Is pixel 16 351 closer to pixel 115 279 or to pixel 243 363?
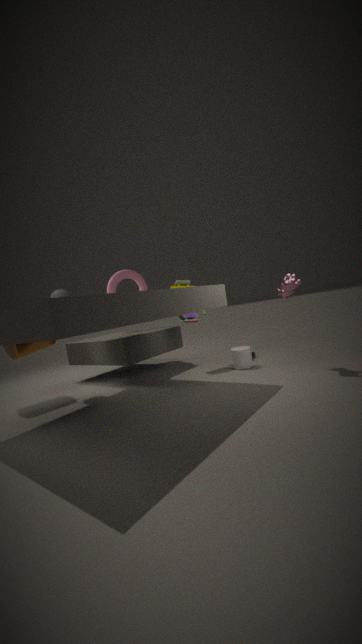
pixel 115 279
